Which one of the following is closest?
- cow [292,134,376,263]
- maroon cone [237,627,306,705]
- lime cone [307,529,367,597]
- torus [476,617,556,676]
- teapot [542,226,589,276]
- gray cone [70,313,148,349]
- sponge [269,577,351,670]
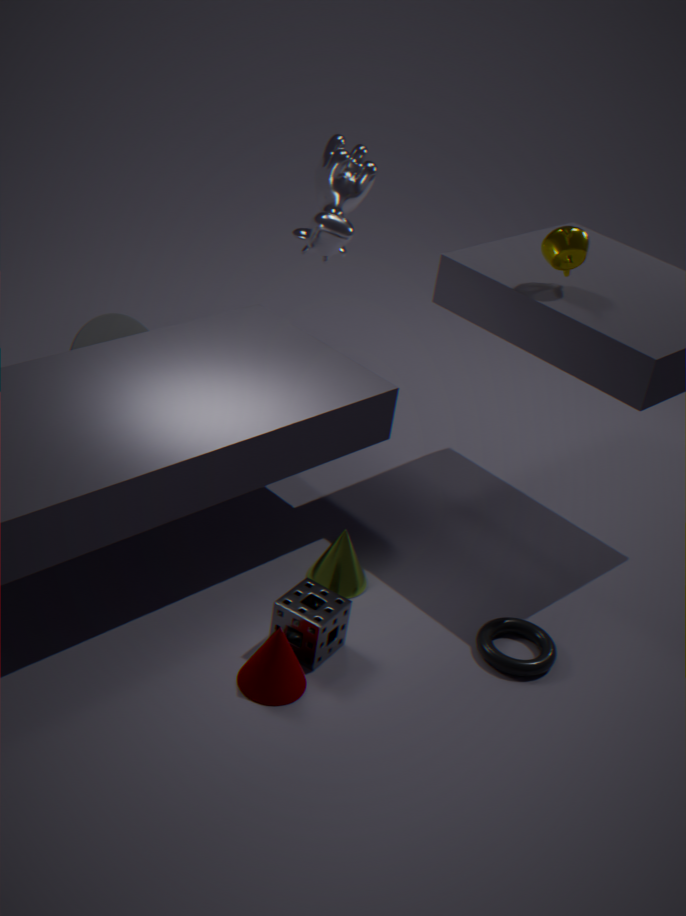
maroon cone [237,627,306,705]
